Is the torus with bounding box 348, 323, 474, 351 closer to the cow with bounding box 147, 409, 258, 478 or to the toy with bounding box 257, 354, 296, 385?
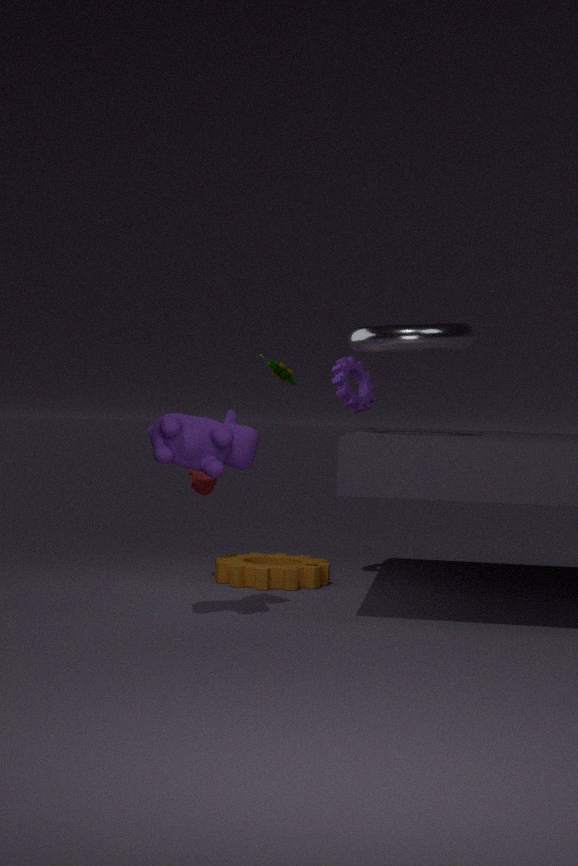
the toy with bounding box 257, 354, 296, 385
